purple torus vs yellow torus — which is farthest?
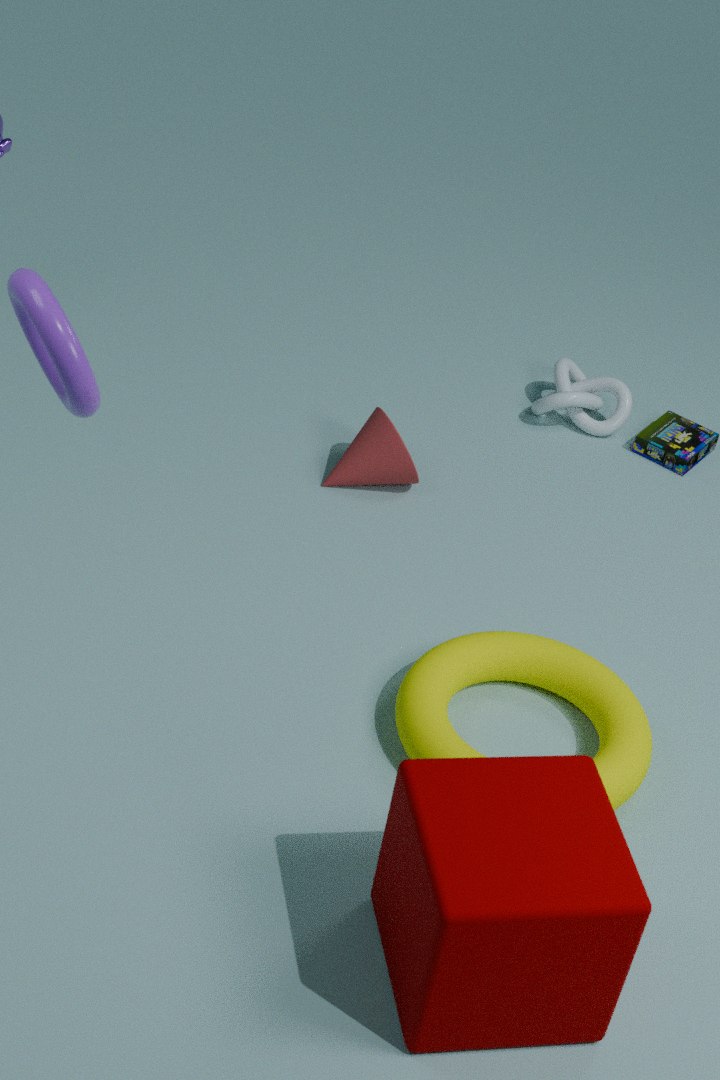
yellow torus
